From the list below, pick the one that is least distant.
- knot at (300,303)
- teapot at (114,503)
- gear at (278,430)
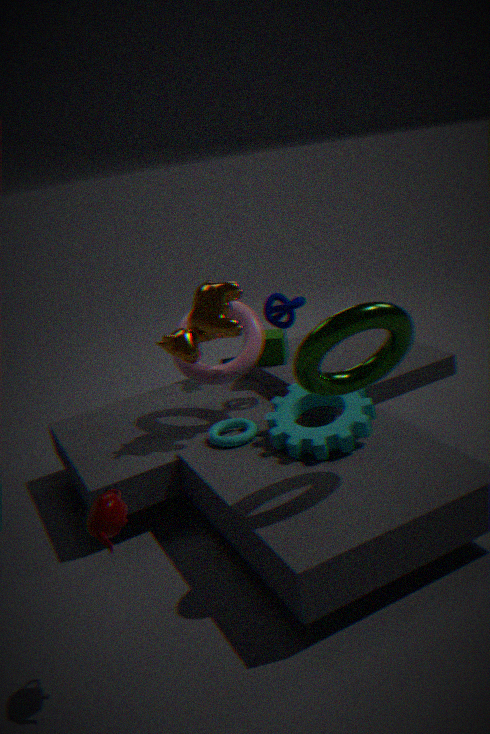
teapot at (114,503)
